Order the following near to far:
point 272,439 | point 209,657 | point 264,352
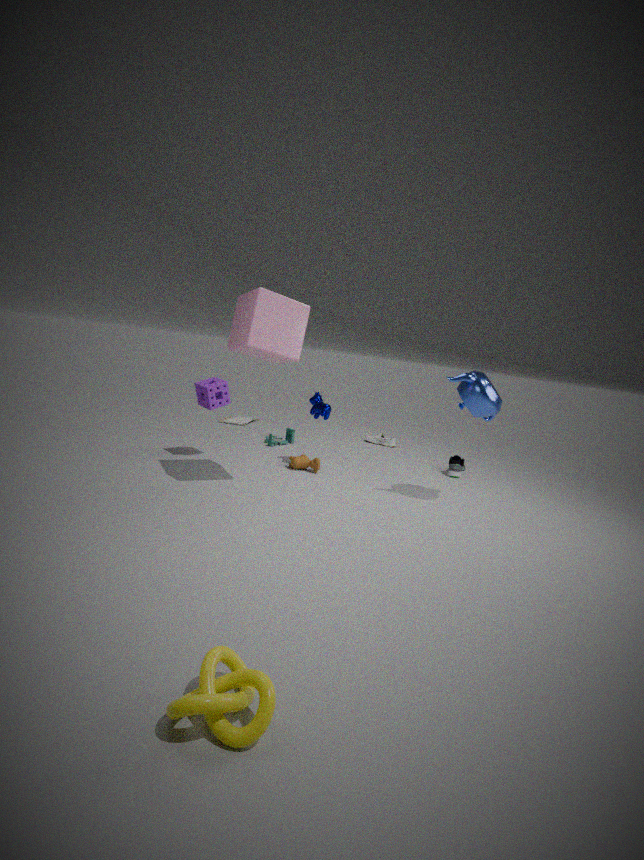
1. point 209,657
2. point 264,352
3. point 272,439
